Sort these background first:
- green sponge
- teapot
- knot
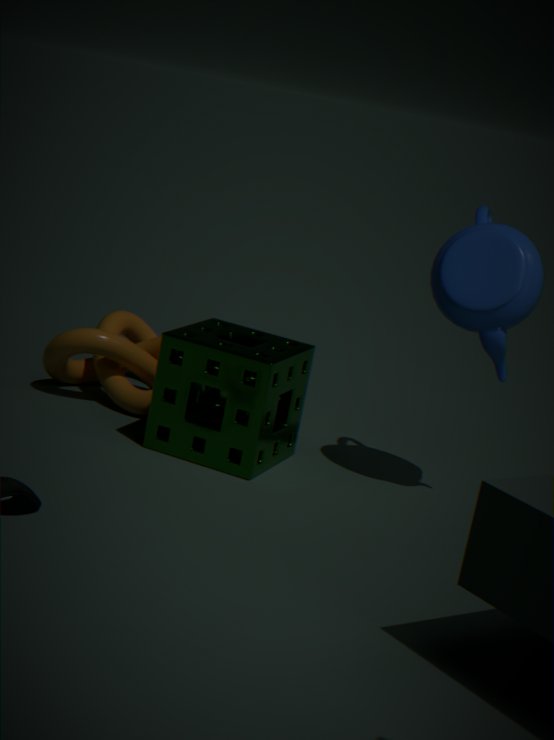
knot → green sponge → teapot
